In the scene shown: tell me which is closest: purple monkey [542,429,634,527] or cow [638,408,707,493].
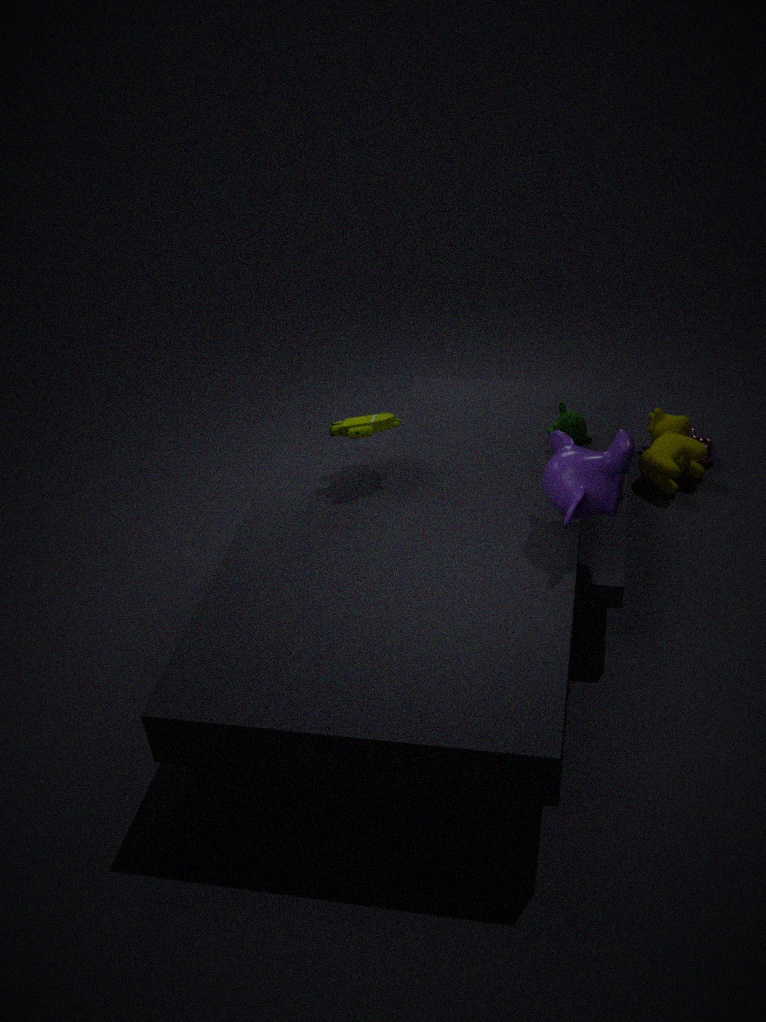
purple monkey [542,429,634,527]
